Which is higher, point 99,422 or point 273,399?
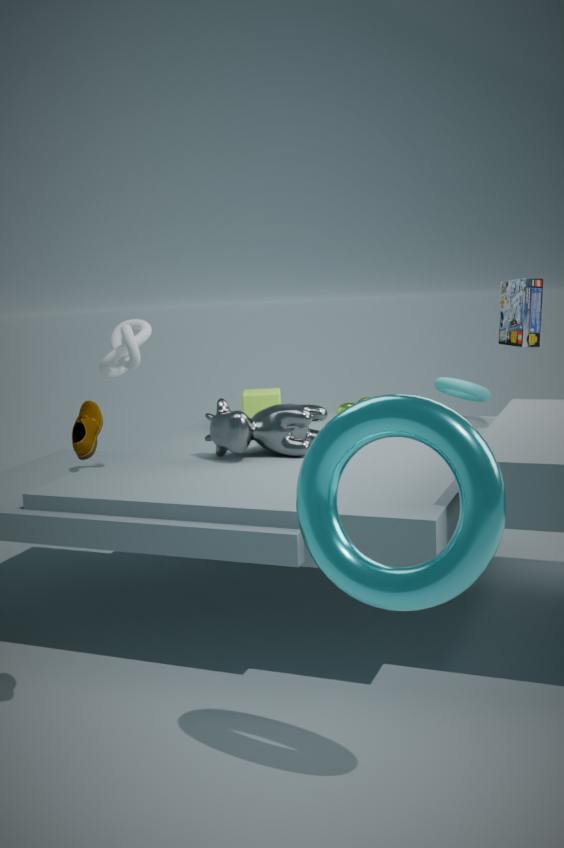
point 99,422
